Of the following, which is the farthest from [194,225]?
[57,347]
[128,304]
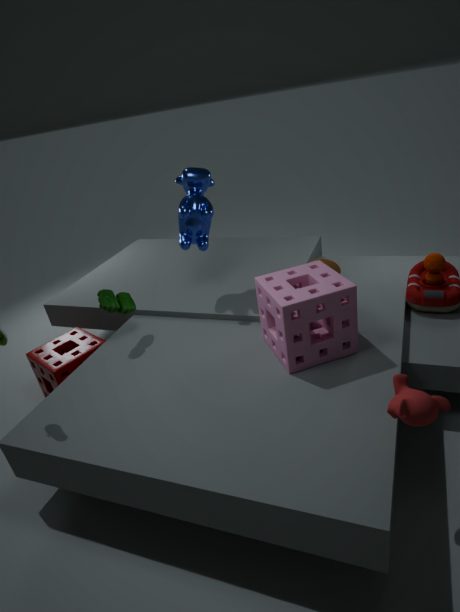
[57,347]
